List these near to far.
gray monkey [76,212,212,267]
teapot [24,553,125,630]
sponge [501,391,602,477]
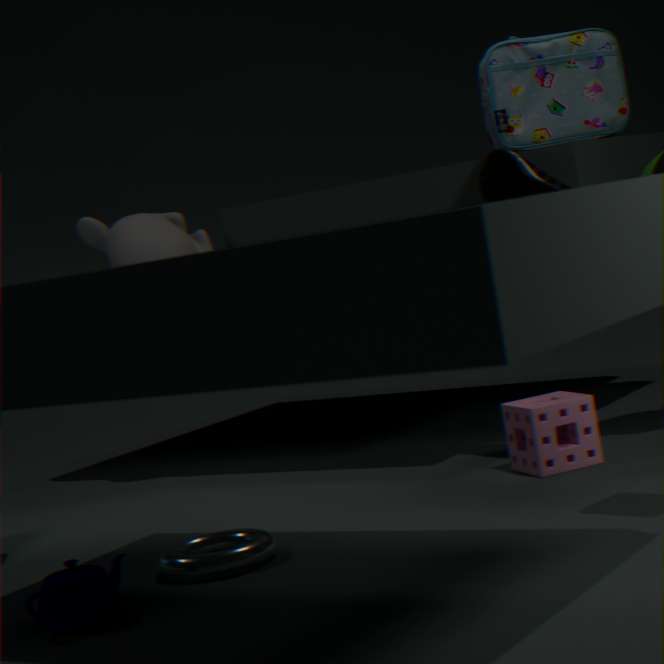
teapot [24,553,125,630], sponge [501,391,602,477], gray monkey [76,212,212,267]
